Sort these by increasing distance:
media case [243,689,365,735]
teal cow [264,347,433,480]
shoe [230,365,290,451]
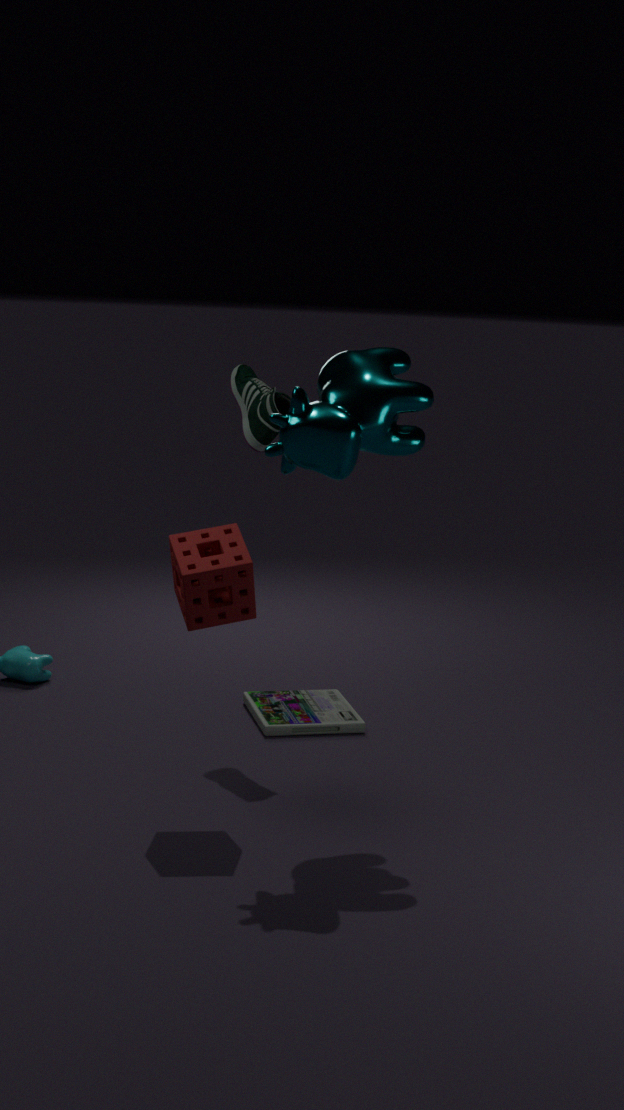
teal cow [264,347,433,480] < shoe [230,365,290,451] < media case [243,689,365,735]
